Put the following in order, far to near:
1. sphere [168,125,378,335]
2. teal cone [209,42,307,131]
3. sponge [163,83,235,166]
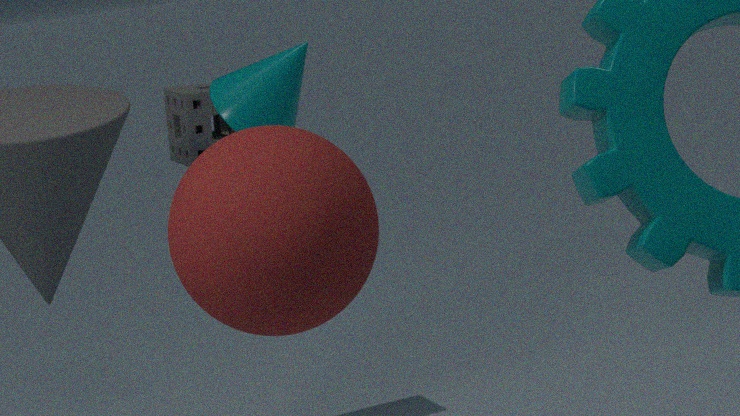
sponge [163,83,235,166], teal cone [209,42,307,131], sphere [168,125,378,335]
